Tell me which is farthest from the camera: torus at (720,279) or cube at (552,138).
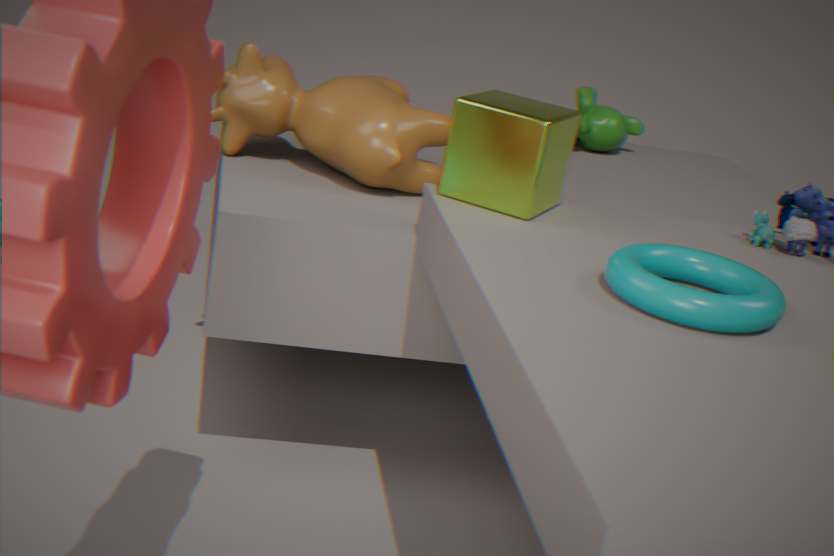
cube at (552,138)
